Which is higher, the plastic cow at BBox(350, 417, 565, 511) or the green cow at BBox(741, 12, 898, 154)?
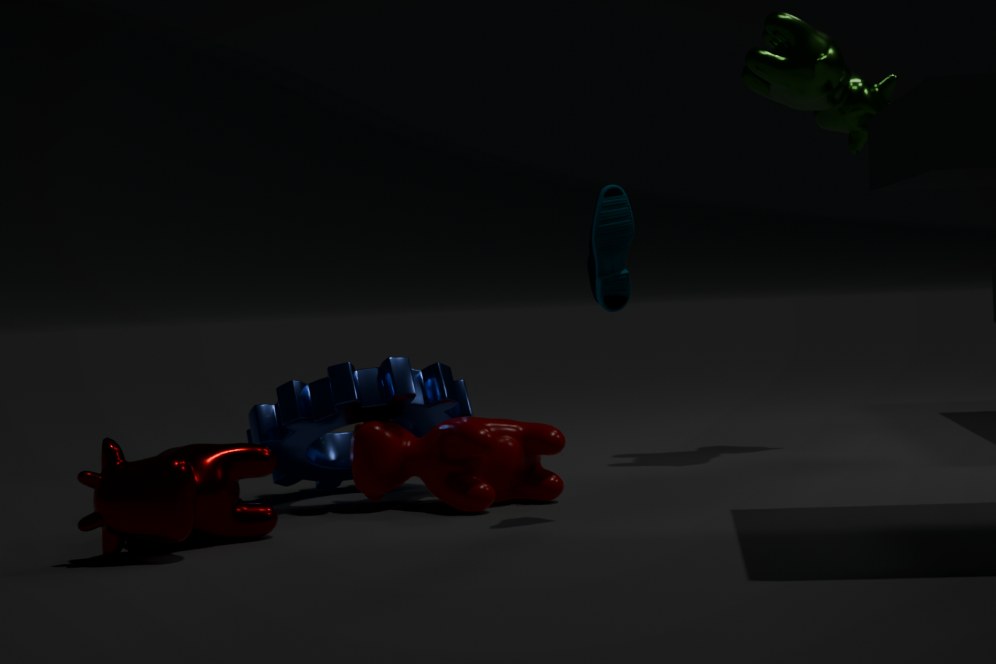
the green cow at BBox(741, 12, 898, 154)
